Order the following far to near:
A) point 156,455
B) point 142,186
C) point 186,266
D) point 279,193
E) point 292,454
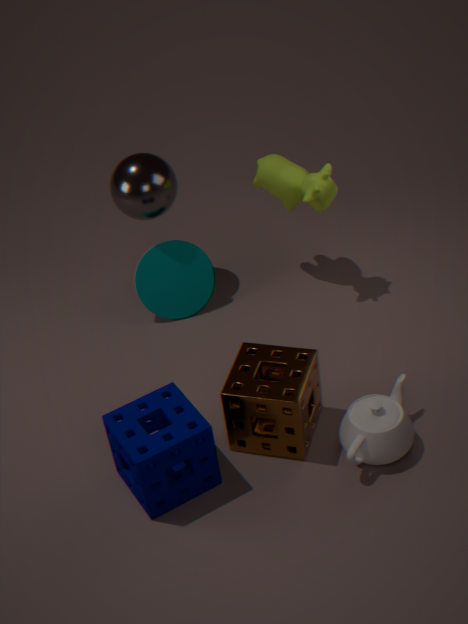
point 186,266, point 279,193, point 142,186, point 292,454, point 156,455
